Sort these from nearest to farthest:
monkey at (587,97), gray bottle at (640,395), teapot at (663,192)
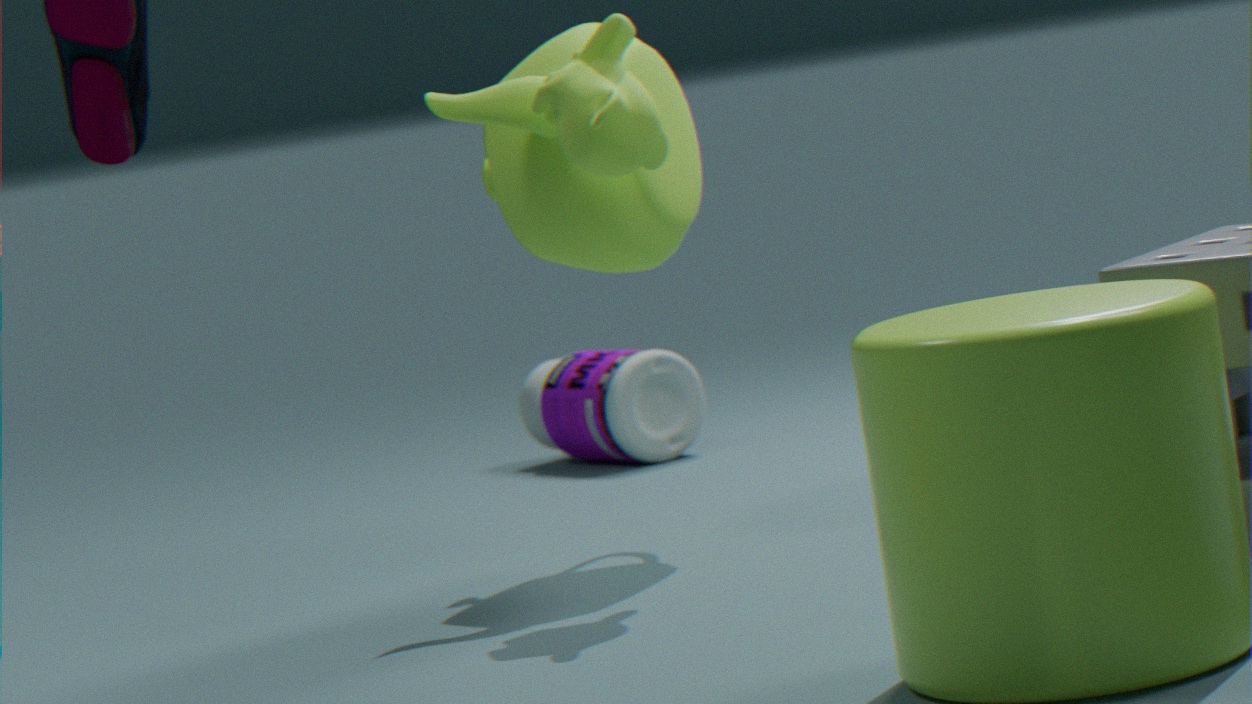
monkey at (587,97) → teapot at (663,192) → gray bottle at (640,395)
